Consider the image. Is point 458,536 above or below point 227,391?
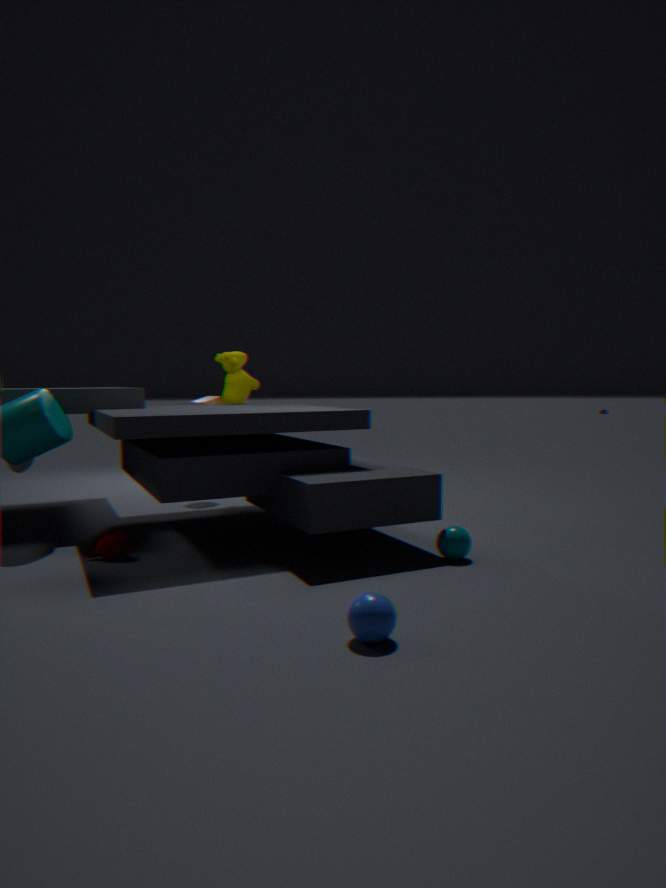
below
